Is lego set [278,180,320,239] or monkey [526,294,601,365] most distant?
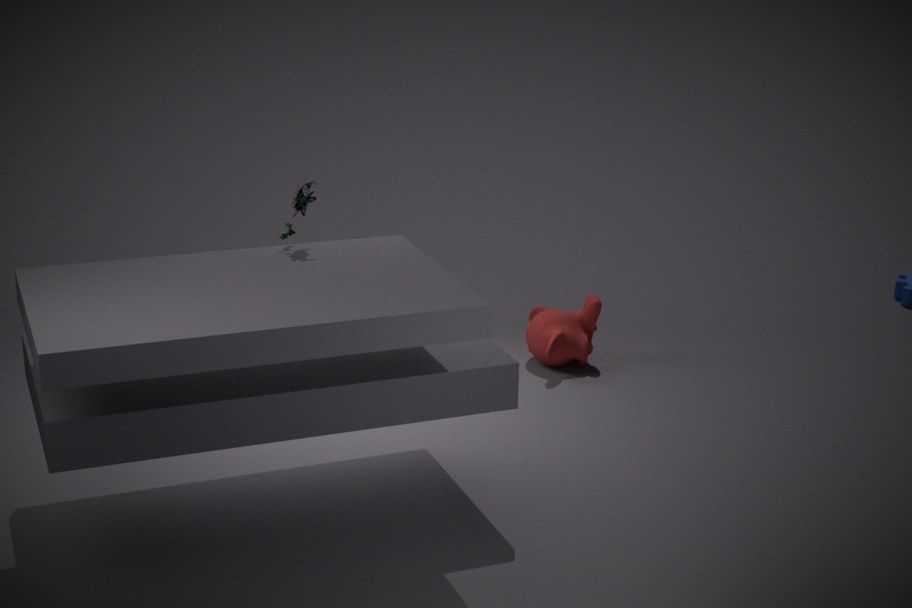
monkey [526,294,601,365]
